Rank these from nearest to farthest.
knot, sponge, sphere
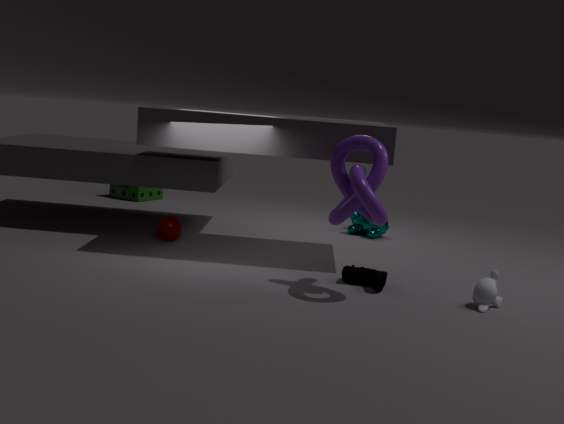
knot, sphere, sponge
